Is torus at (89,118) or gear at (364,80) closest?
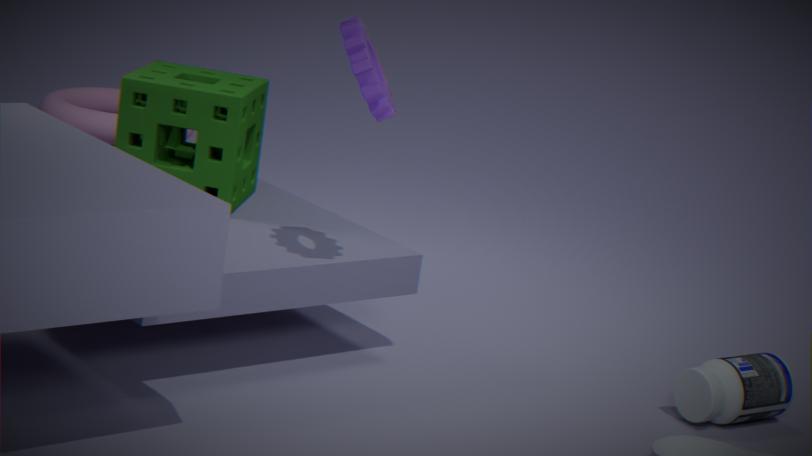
gear at (364,80)
